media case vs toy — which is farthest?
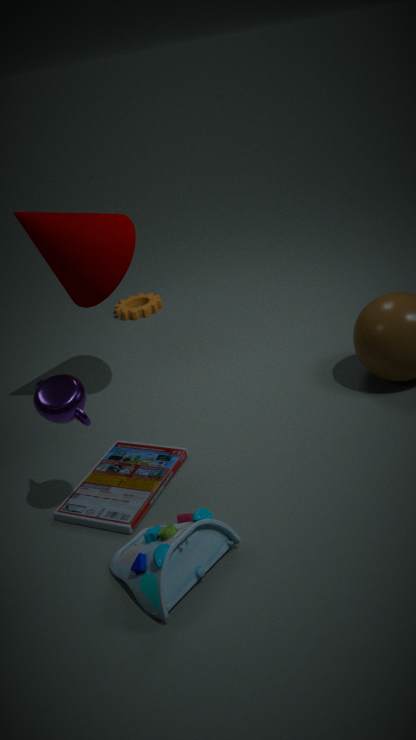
media case
